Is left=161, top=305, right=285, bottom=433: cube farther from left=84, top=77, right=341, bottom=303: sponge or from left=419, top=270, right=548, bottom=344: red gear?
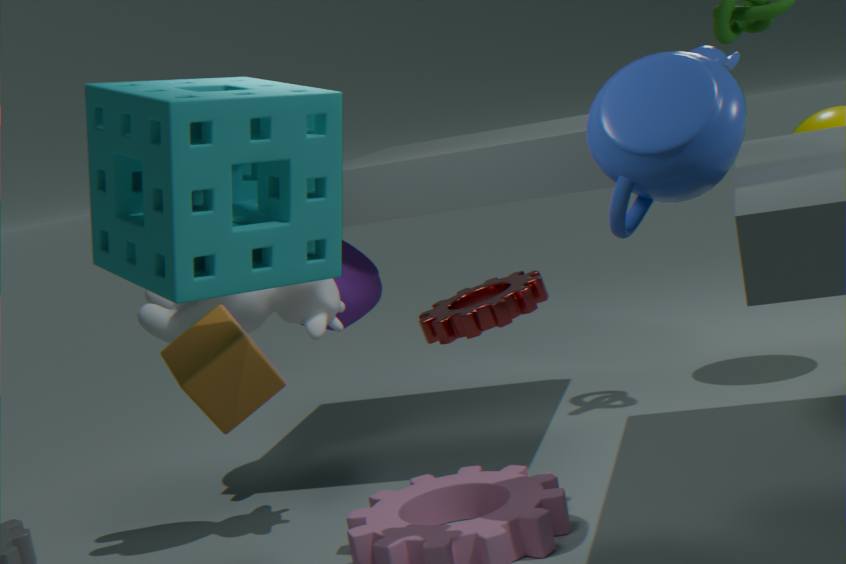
left=419, top=270, right=548, bottom=344: red gear
